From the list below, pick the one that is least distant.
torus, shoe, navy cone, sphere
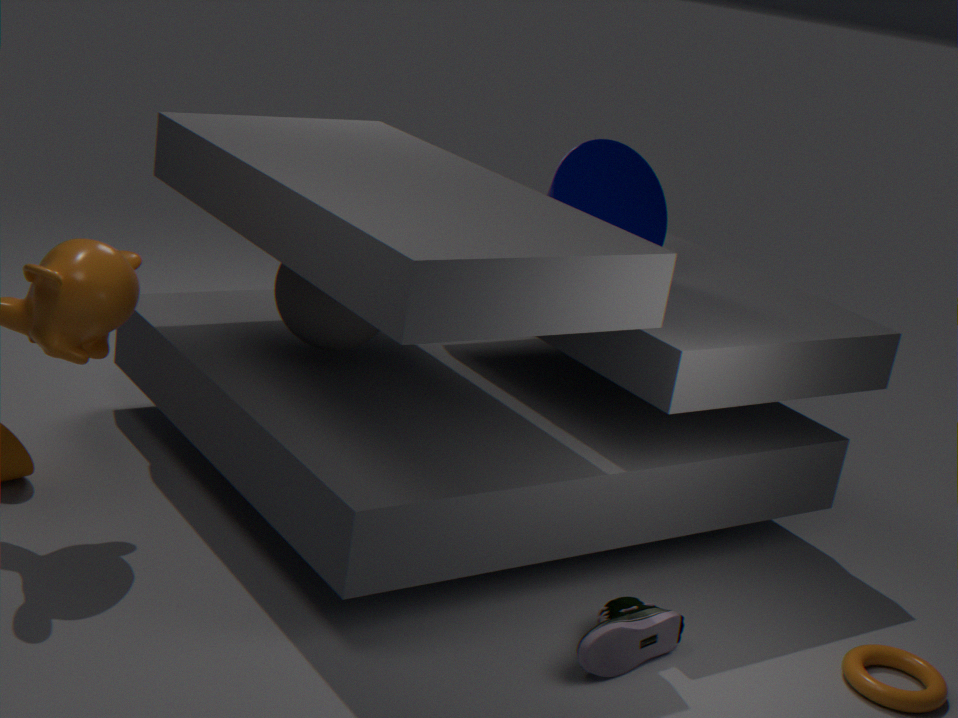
shoe
